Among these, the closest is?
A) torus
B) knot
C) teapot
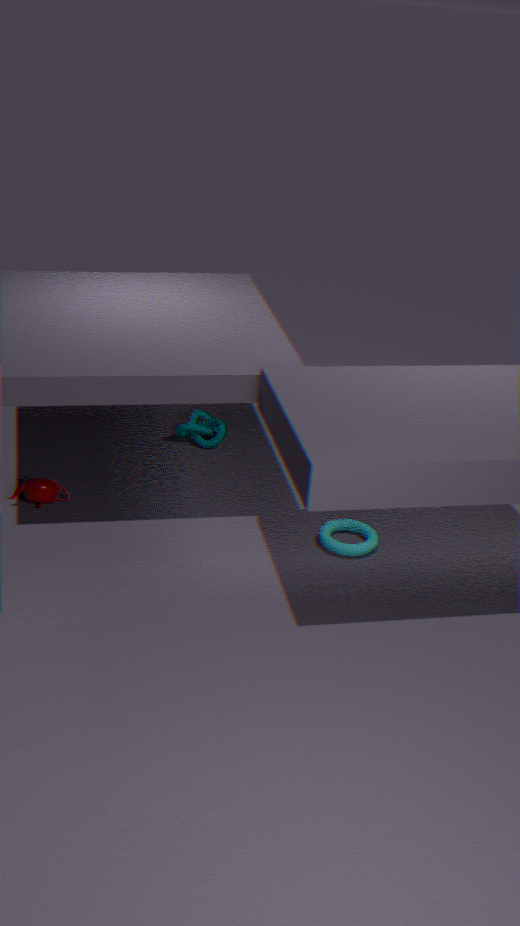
torus
